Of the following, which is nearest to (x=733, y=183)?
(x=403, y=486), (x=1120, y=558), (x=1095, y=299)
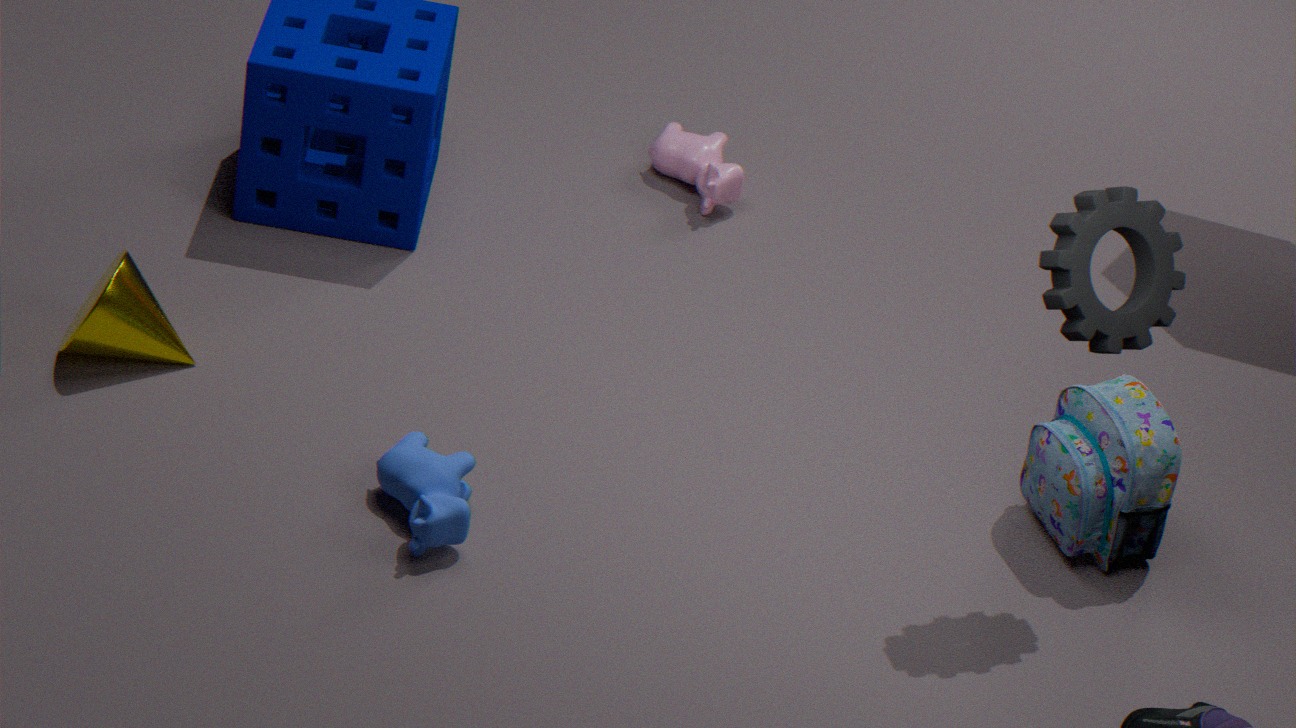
(x=1120, y=558)
